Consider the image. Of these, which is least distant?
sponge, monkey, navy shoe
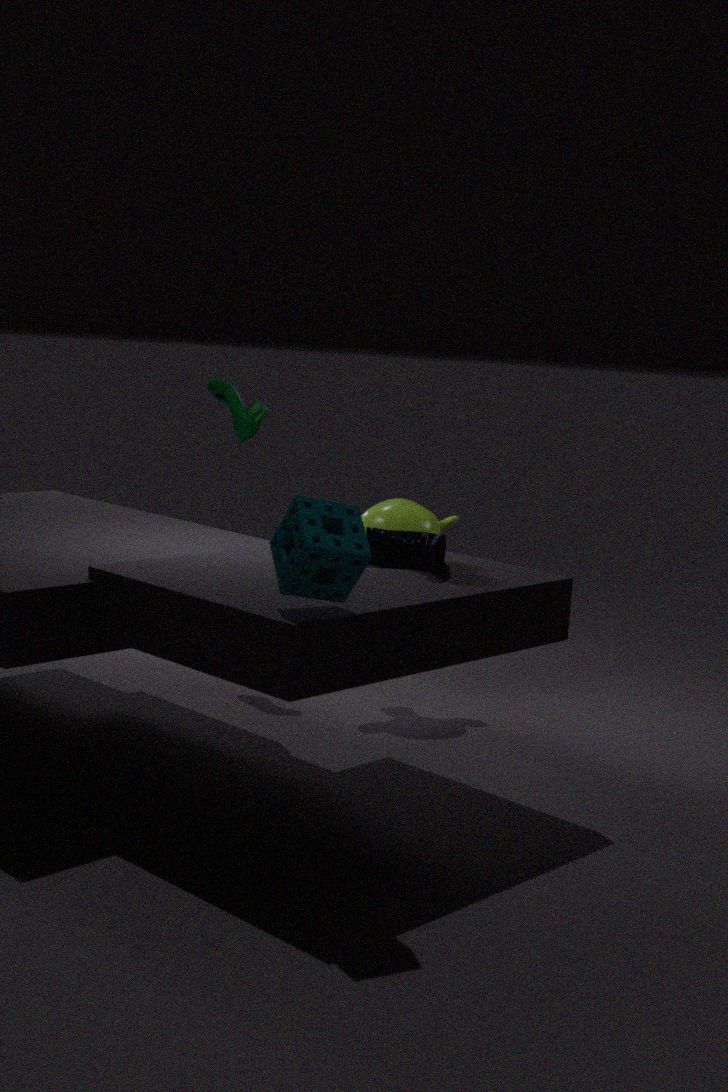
sponge
